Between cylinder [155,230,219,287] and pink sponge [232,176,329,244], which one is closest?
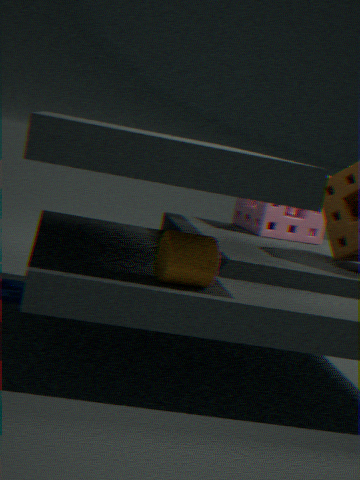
cylinder [155,230,219,287]
